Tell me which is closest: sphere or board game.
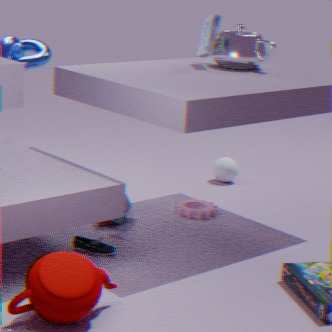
board game
